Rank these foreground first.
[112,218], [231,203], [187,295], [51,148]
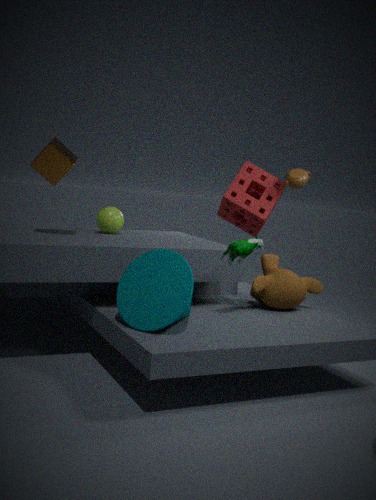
1. [187,295]
2. [51,148]
3. [112,218]
4. [231,203]
